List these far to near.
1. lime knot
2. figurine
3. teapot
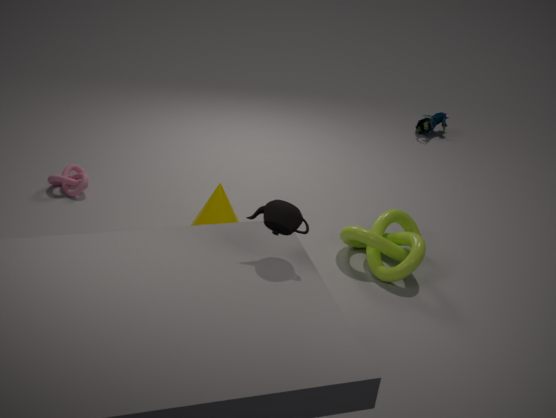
figurine
lime knot
teapot
